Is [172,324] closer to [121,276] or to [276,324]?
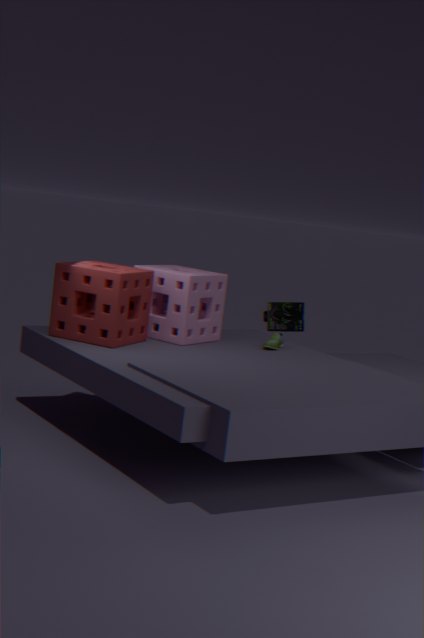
[121,276]
